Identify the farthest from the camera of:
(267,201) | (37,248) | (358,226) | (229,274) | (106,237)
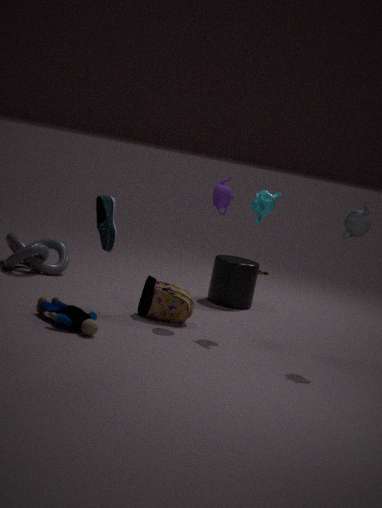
(229,274)
